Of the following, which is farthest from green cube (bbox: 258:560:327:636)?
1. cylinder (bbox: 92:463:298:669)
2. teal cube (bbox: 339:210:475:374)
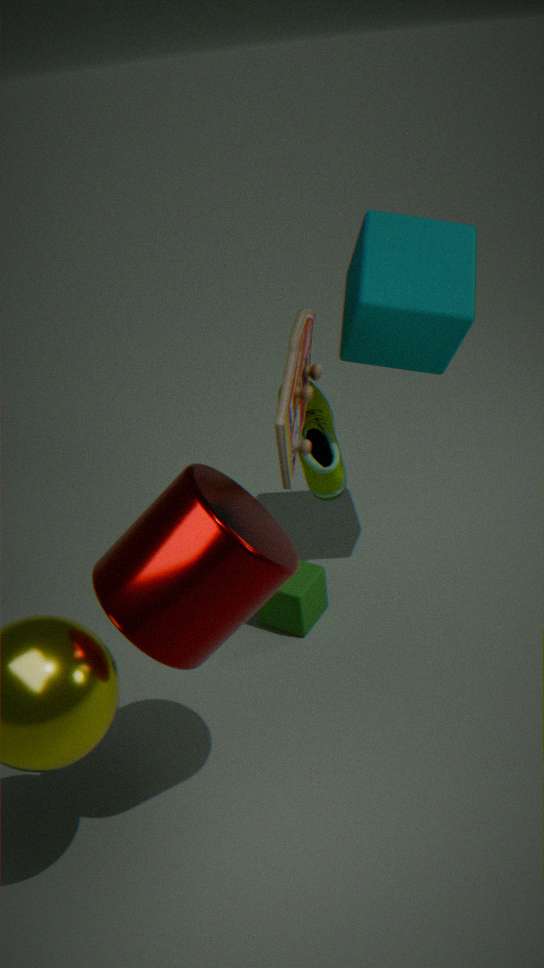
teal cube (bbox: 339:210:475:374)
